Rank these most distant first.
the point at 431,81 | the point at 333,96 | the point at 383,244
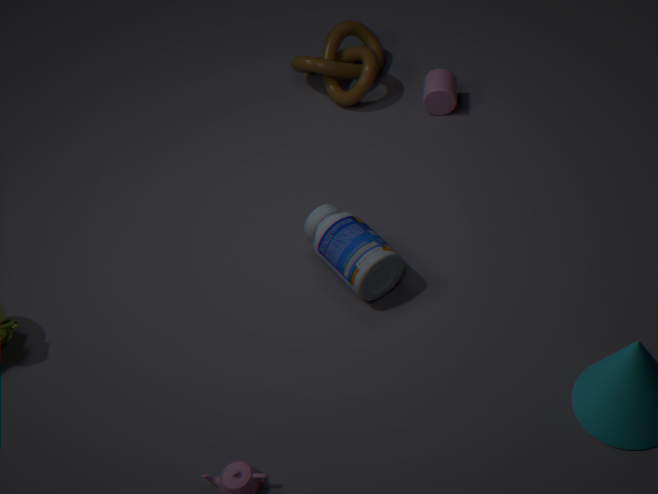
the point at 333,96, the point at 431,81, the point at 383,244
